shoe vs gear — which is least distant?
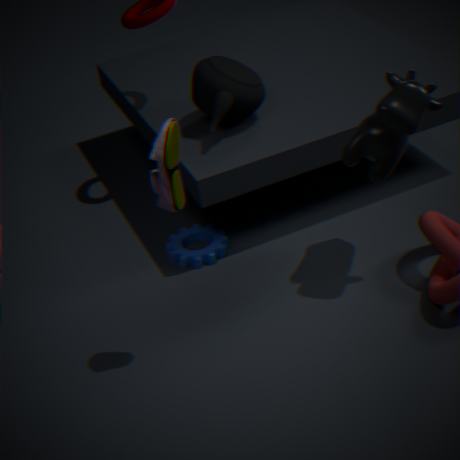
shoe
